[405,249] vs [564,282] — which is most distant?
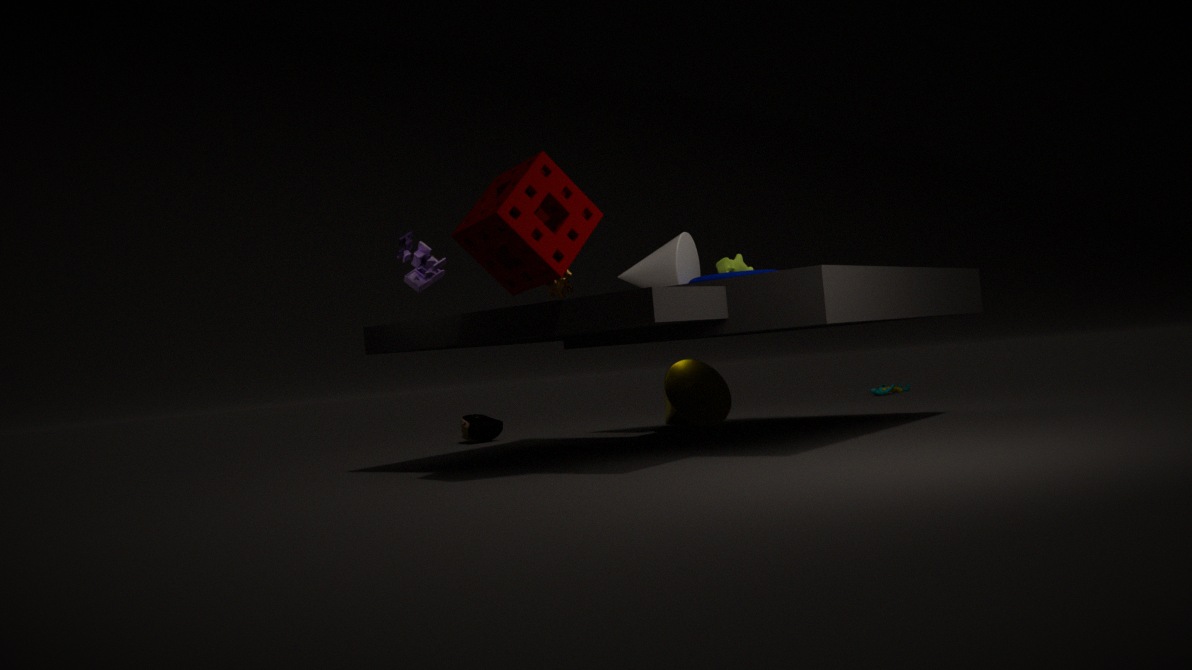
[564,282]
